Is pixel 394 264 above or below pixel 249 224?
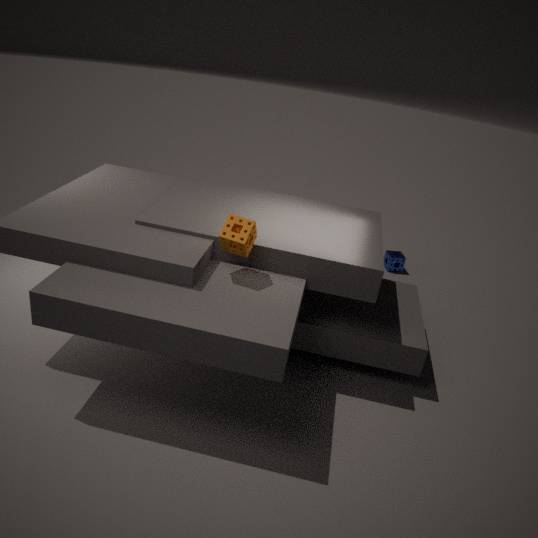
below
